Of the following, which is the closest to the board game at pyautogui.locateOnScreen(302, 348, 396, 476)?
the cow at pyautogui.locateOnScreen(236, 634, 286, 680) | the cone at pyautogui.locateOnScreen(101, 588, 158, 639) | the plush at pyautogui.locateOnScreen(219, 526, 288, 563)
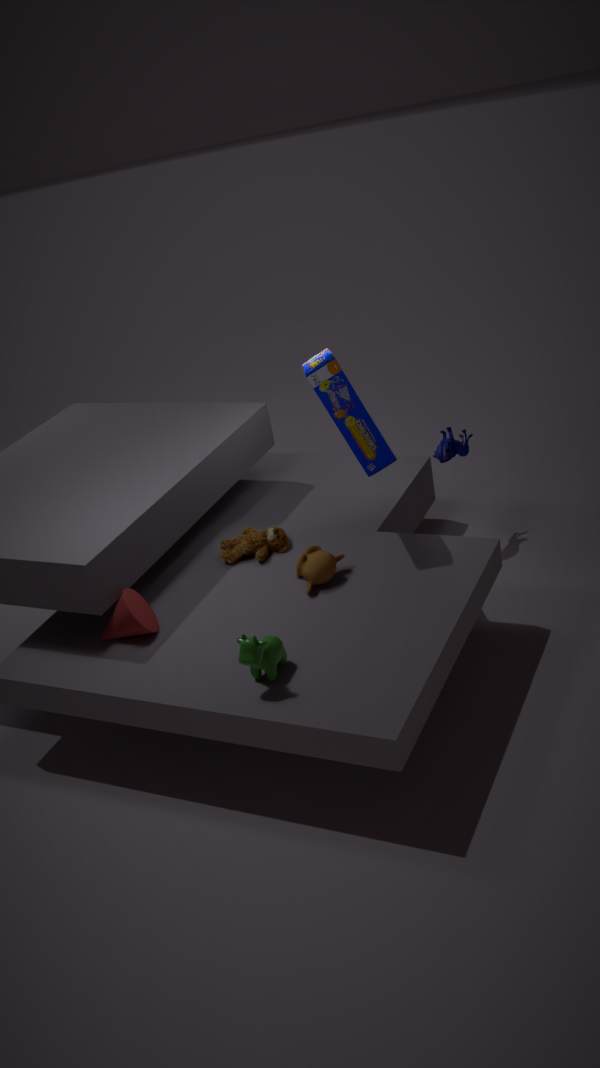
the plush at pyautogui.locateOnScreen(219, 526, 288, 563)
